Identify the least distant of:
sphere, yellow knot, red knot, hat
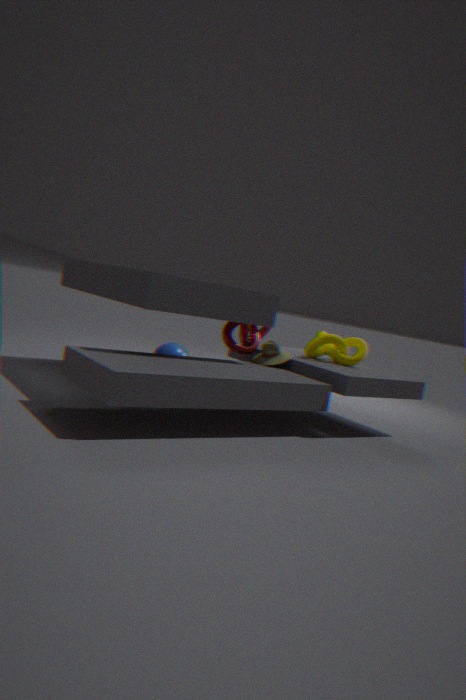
hat
